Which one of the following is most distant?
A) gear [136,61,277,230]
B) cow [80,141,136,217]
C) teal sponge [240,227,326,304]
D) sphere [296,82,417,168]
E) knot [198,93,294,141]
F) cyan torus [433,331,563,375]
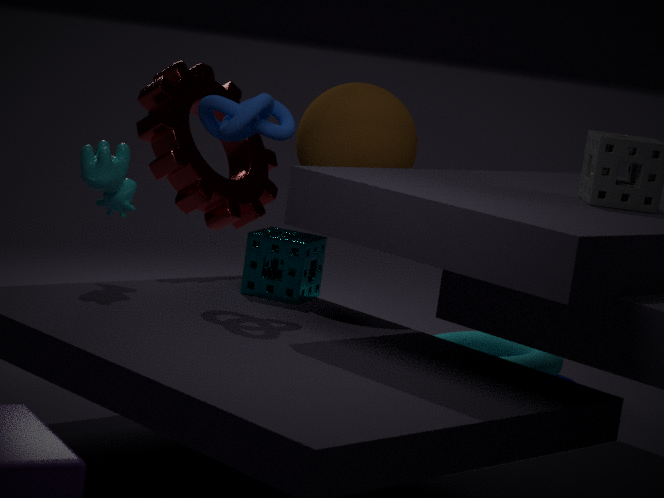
cyan torus [433,331,563,375]
